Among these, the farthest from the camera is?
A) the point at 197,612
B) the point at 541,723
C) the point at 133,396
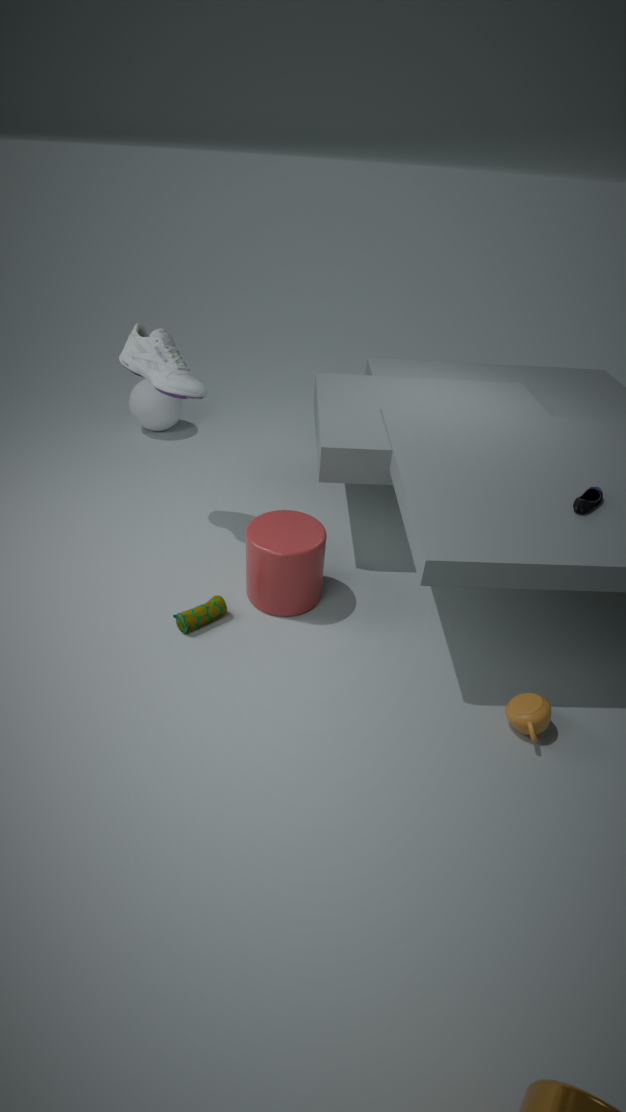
the point at 133,396
